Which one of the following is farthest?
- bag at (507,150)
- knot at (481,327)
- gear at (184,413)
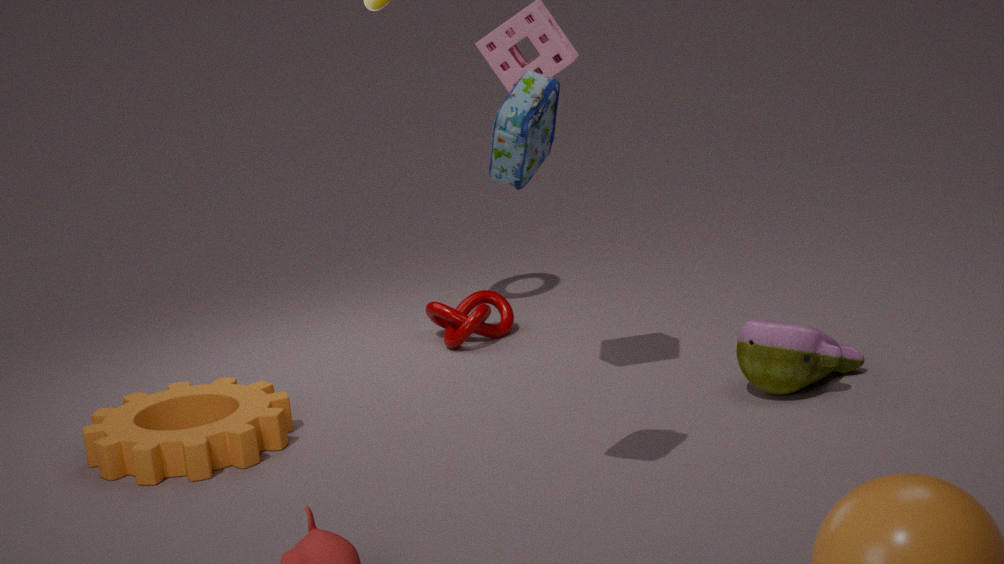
knot at (481,327)
